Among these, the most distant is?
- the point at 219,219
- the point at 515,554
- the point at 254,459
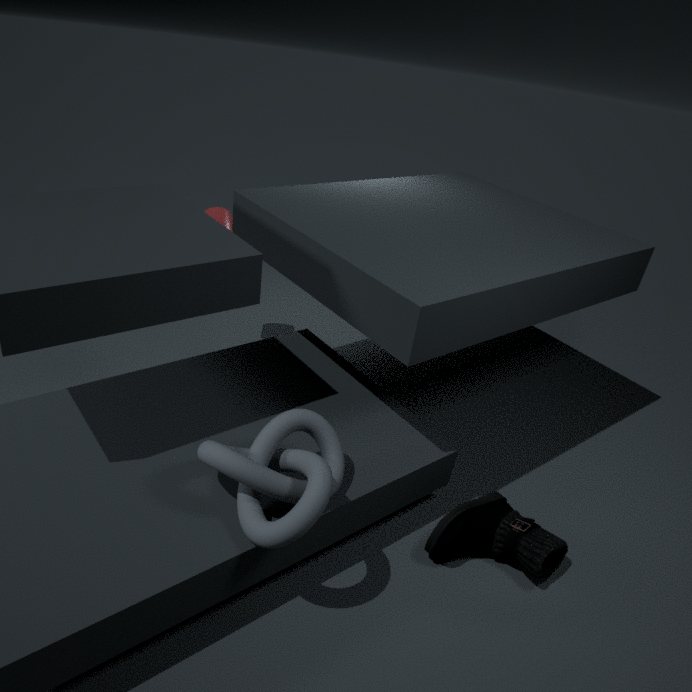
the point at 219,219
